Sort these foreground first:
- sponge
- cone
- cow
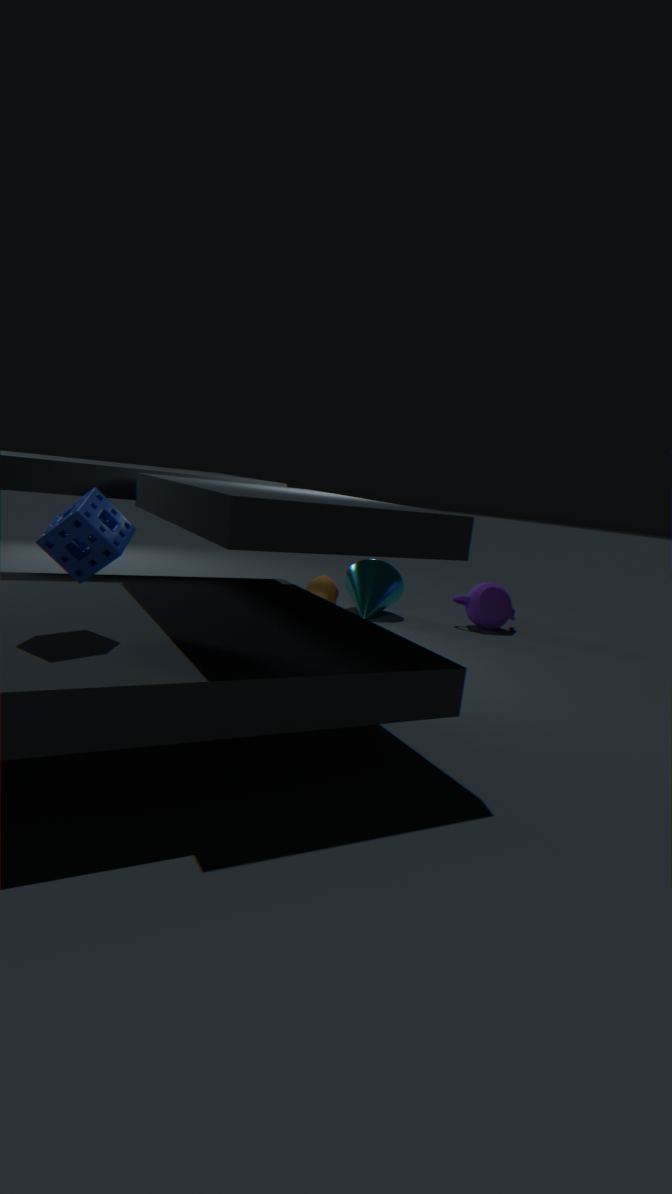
sponge
cow
cone
